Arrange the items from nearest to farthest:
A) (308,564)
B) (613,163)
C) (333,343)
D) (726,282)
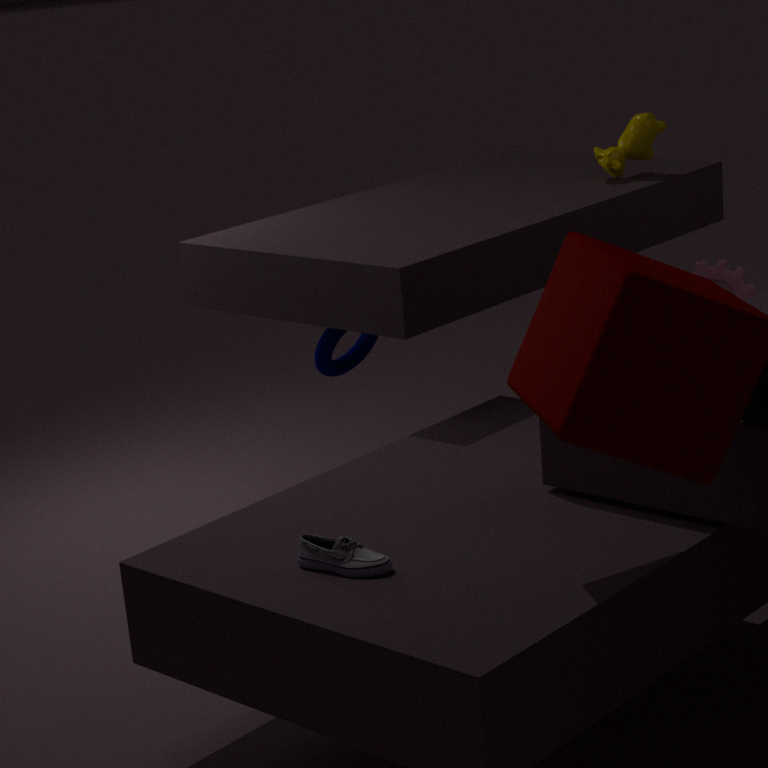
(308,564)
(333,343)
(726,282)
(613,163)
